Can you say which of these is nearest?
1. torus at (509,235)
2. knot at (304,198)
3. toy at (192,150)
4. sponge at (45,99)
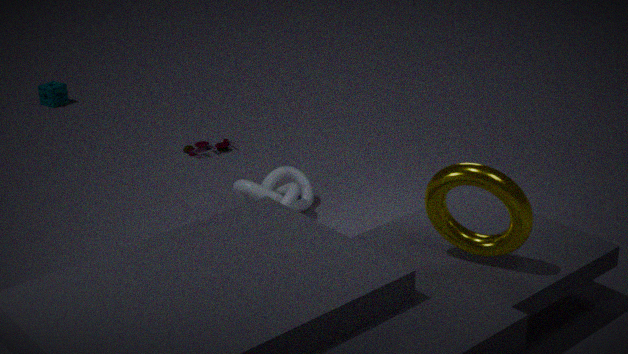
torus at (509,235)
